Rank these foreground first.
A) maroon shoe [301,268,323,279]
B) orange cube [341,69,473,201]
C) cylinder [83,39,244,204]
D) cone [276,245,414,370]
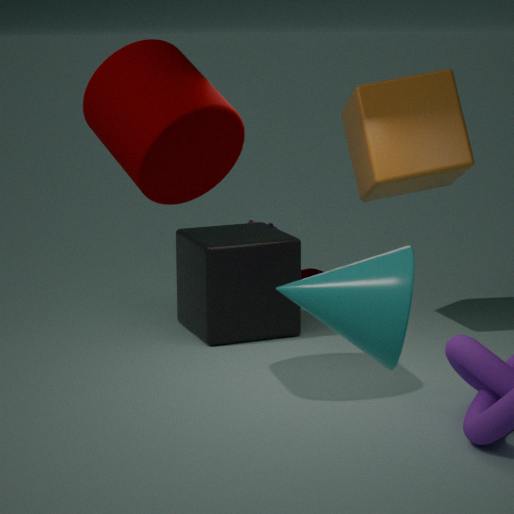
cone [276,245,414,370] → cylinder [83,39,244,204] → orange cube [341,69,473,201] → maroon shoe [301,268,323,279]
